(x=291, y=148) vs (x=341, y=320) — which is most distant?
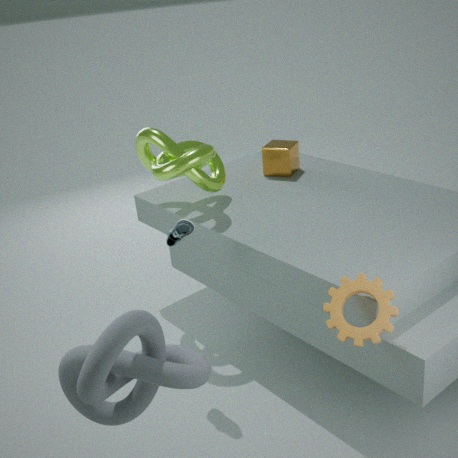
(x=291, y=148)
